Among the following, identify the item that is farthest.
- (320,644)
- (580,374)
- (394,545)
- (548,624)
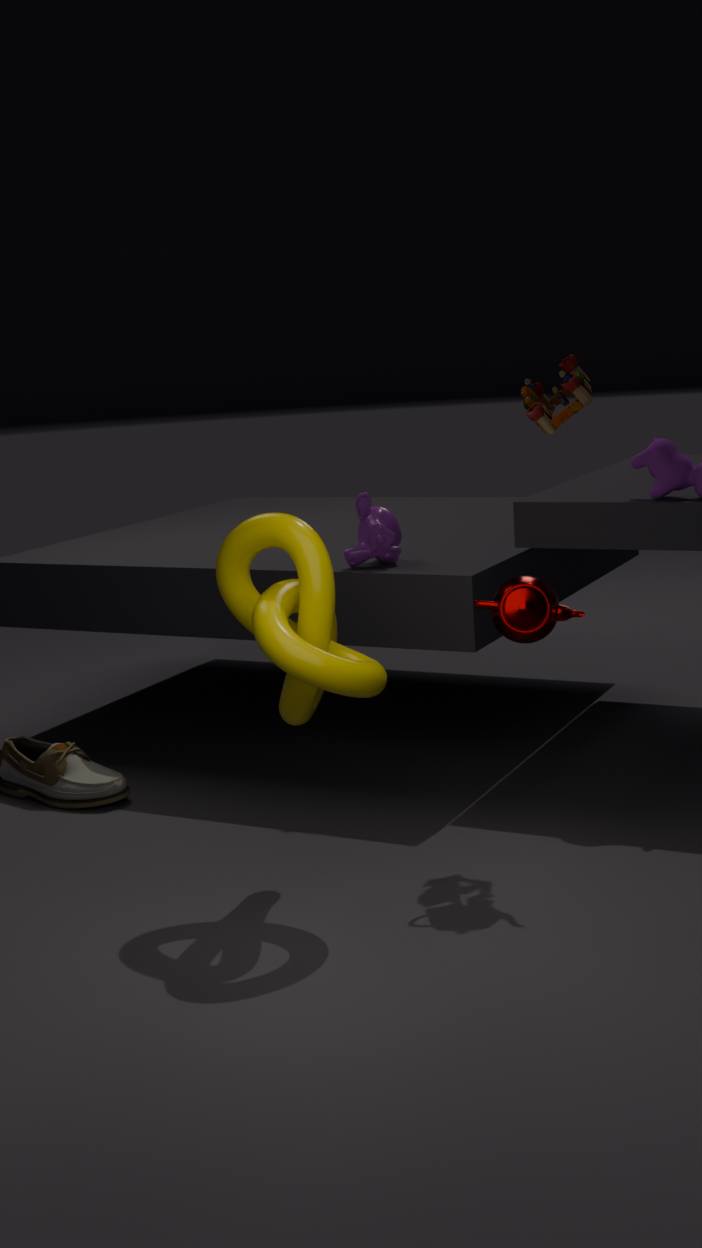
(394,545)
